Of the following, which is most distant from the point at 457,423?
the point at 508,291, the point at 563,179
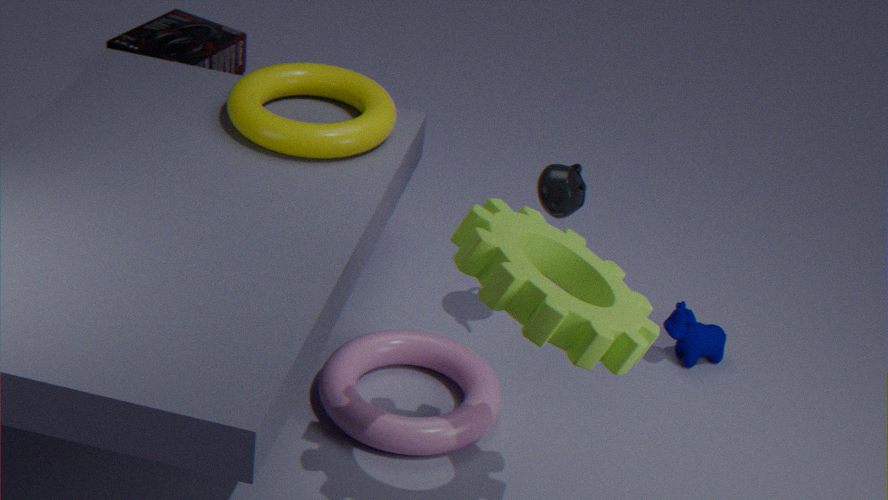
the point at 508,291
